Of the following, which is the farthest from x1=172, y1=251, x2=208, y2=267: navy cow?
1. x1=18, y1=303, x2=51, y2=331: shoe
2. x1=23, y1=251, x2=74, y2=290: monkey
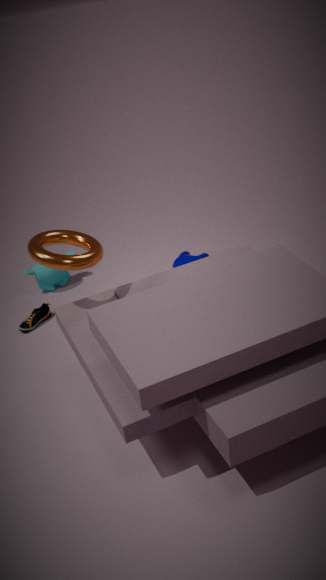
x1=18, y1=303, x2=51, y2=331: shoe
